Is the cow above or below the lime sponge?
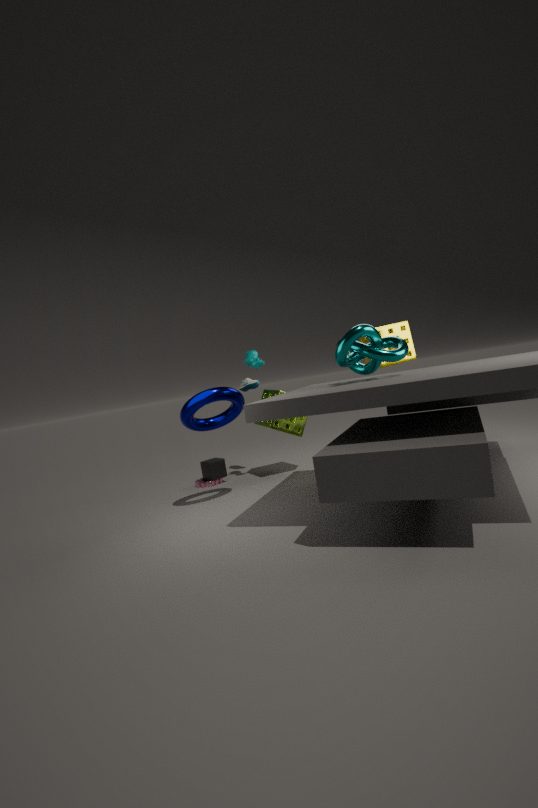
above
